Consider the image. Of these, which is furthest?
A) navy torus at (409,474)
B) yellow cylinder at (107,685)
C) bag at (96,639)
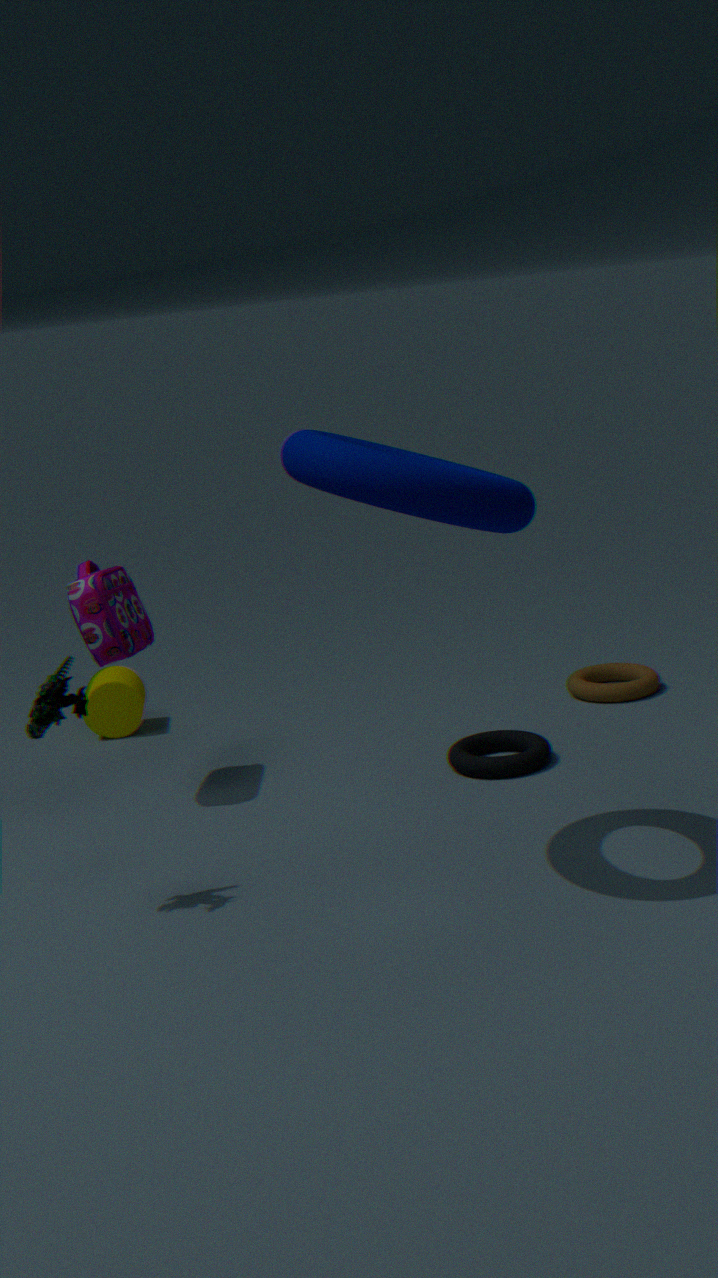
yellow cylinder at (107,685)
